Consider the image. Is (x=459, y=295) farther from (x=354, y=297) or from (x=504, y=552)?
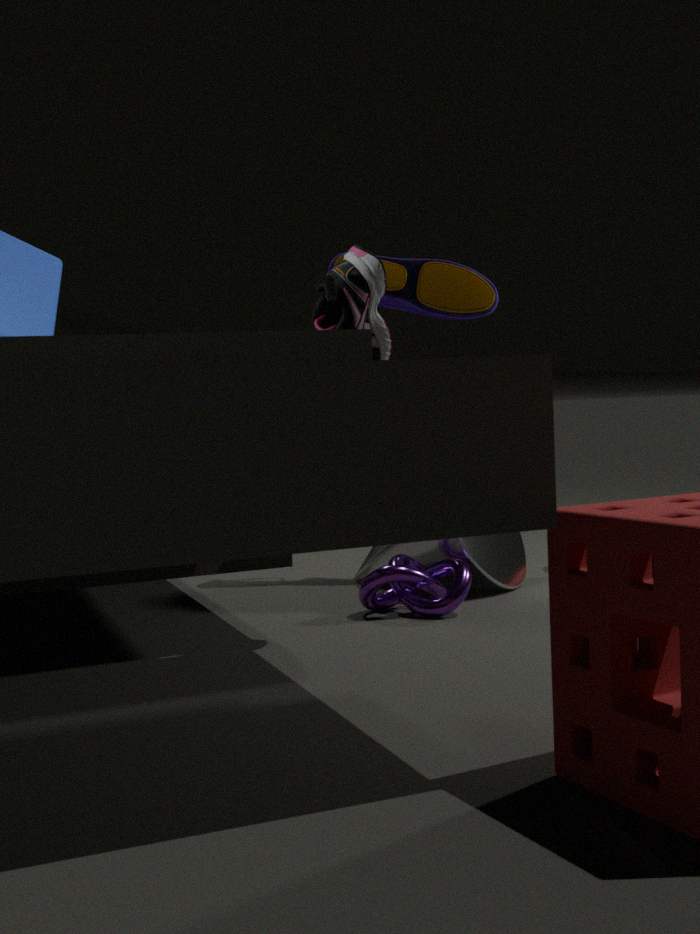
(x=354, y=297)
